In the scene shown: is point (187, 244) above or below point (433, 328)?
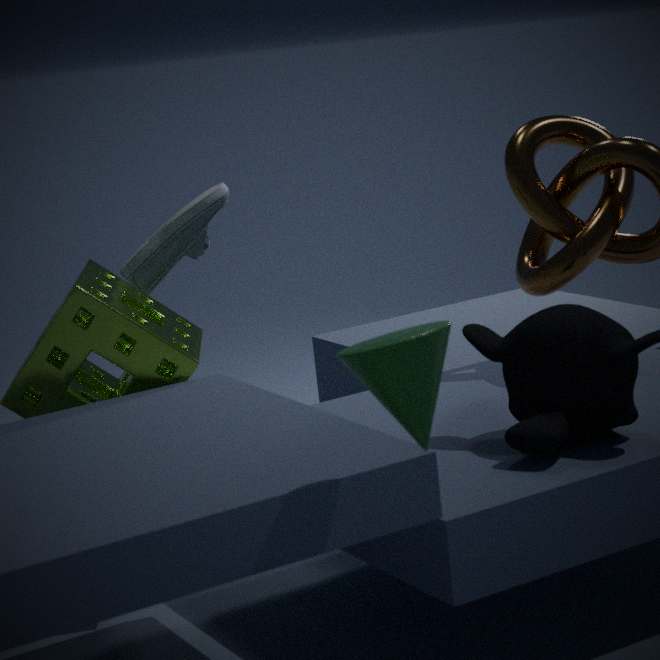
above
